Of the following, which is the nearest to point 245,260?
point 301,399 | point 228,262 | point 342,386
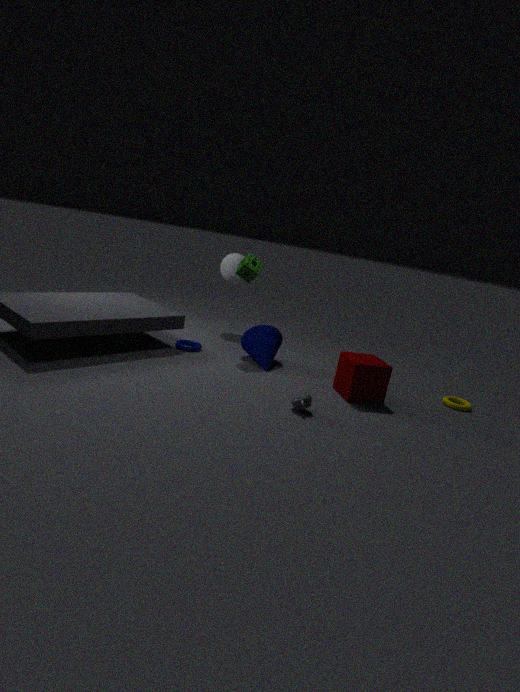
point 228,262
